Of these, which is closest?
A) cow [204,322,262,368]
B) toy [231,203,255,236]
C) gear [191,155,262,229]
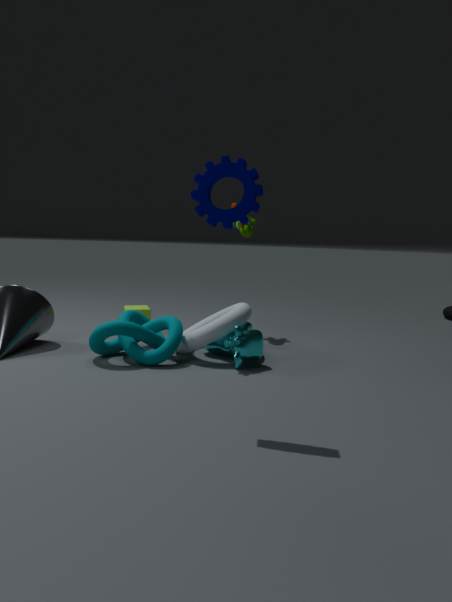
gear [191,155,262,229]
